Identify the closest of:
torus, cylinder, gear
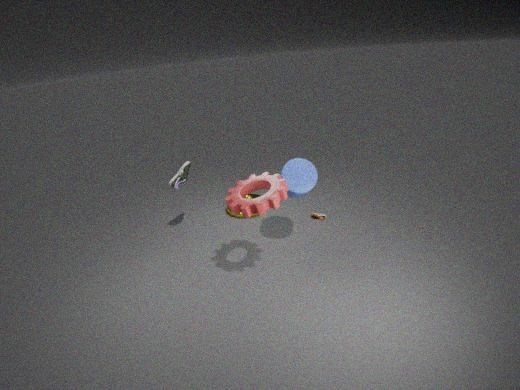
gear
